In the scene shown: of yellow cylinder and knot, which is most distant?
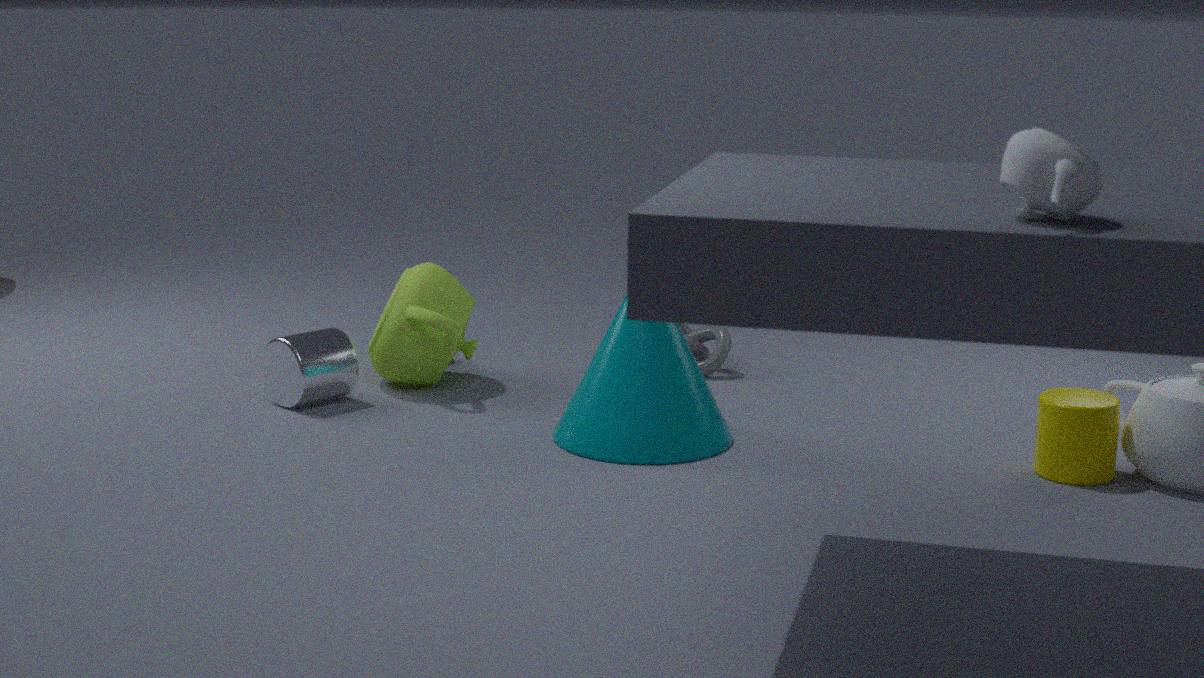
knot
